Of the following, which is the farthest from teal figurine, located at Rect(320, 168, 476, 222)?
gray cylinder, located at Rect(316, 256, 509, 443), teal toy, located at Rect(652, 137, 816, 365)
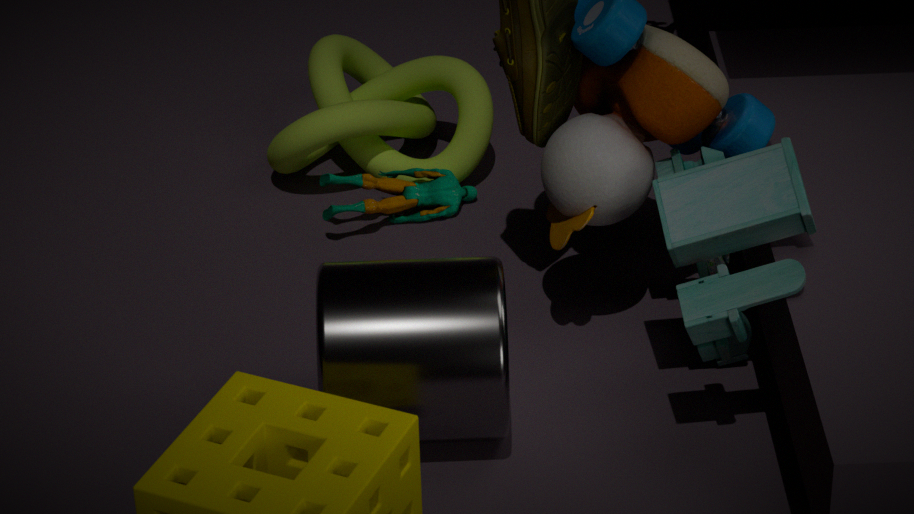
teal toy, located at Rect(652, 137, 816, 365)
